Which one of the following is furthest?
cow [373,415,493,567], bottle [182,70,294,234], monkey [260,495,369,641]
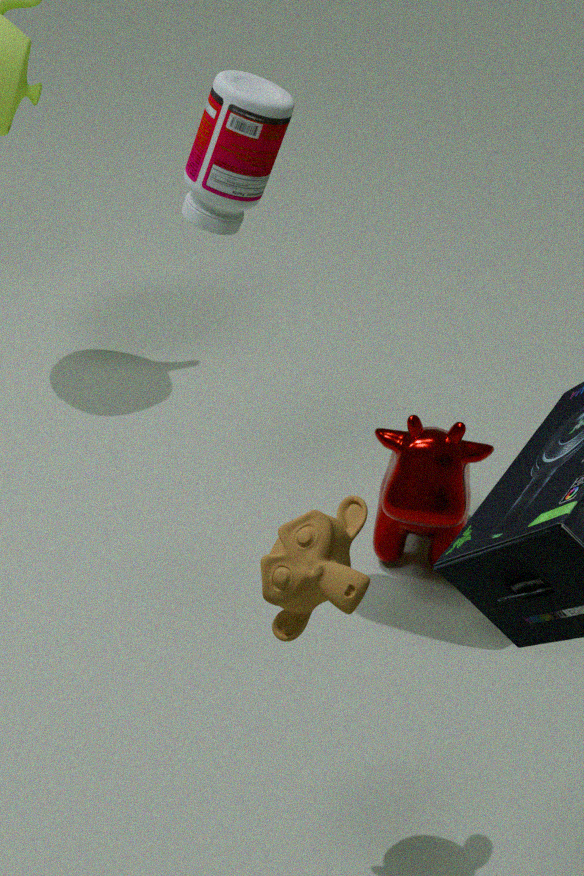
cow [373,415,493,567]
